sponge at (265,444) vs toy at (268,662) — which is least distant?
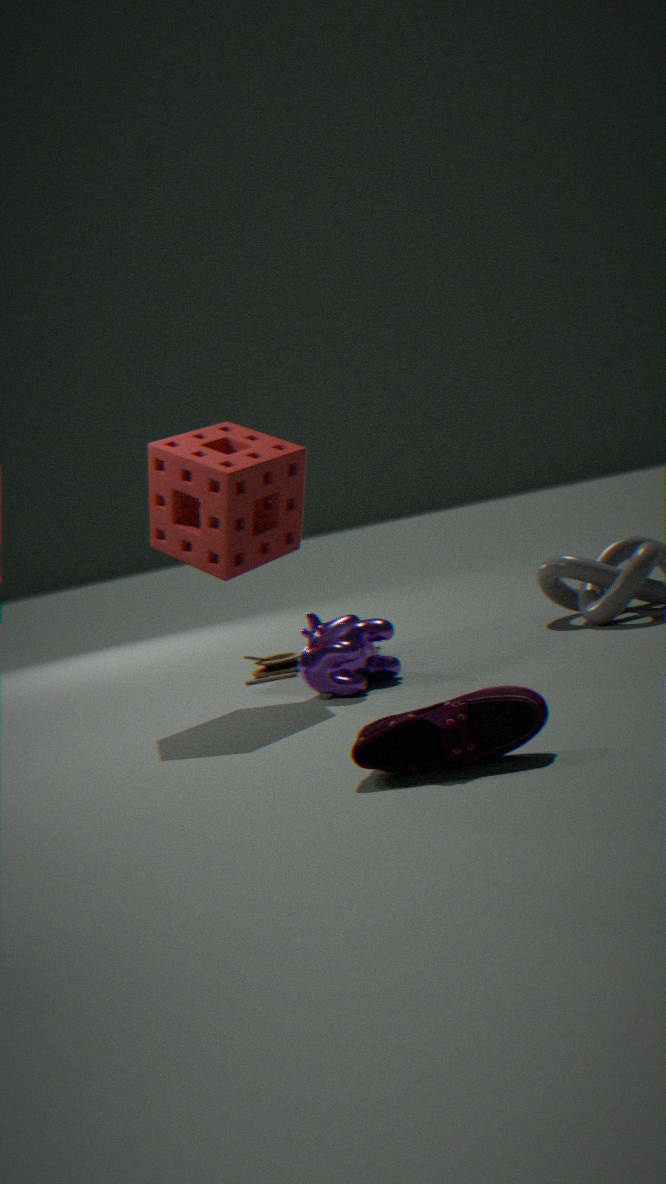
sponge at (265,444)
